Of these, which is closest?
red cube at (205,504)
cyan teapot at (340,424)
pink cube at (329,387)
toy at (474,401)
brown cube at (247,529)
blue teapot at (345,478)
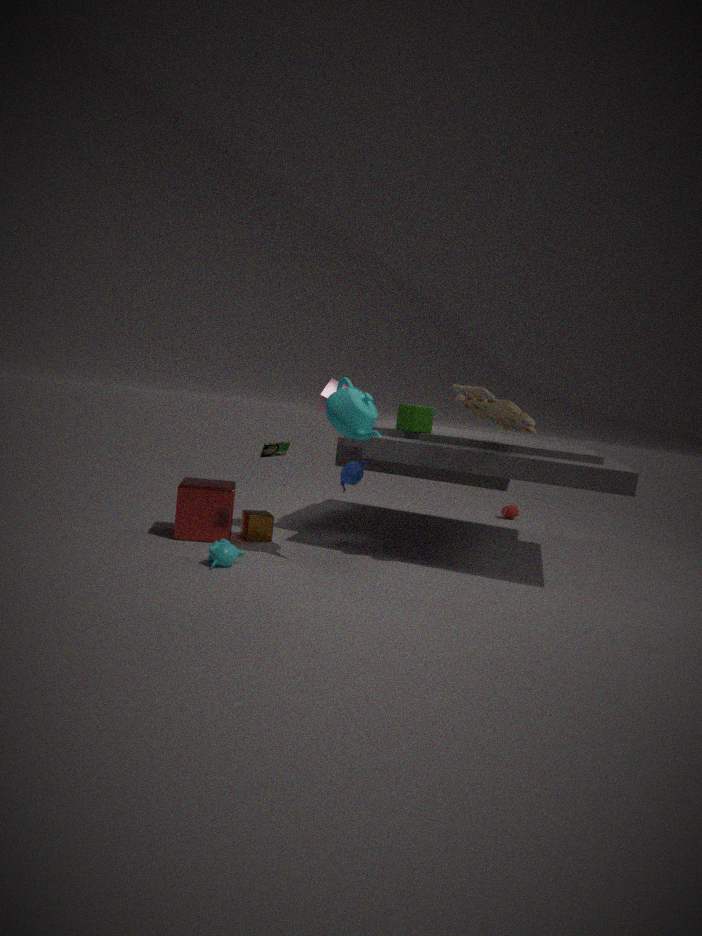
cyan teapot at (340,424)
